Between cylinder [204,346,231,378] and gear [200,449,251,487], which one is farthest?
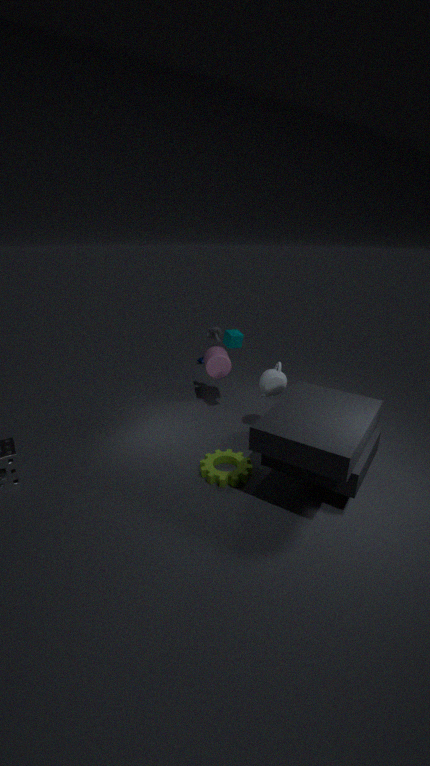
cylinder [204,346,231,378]
